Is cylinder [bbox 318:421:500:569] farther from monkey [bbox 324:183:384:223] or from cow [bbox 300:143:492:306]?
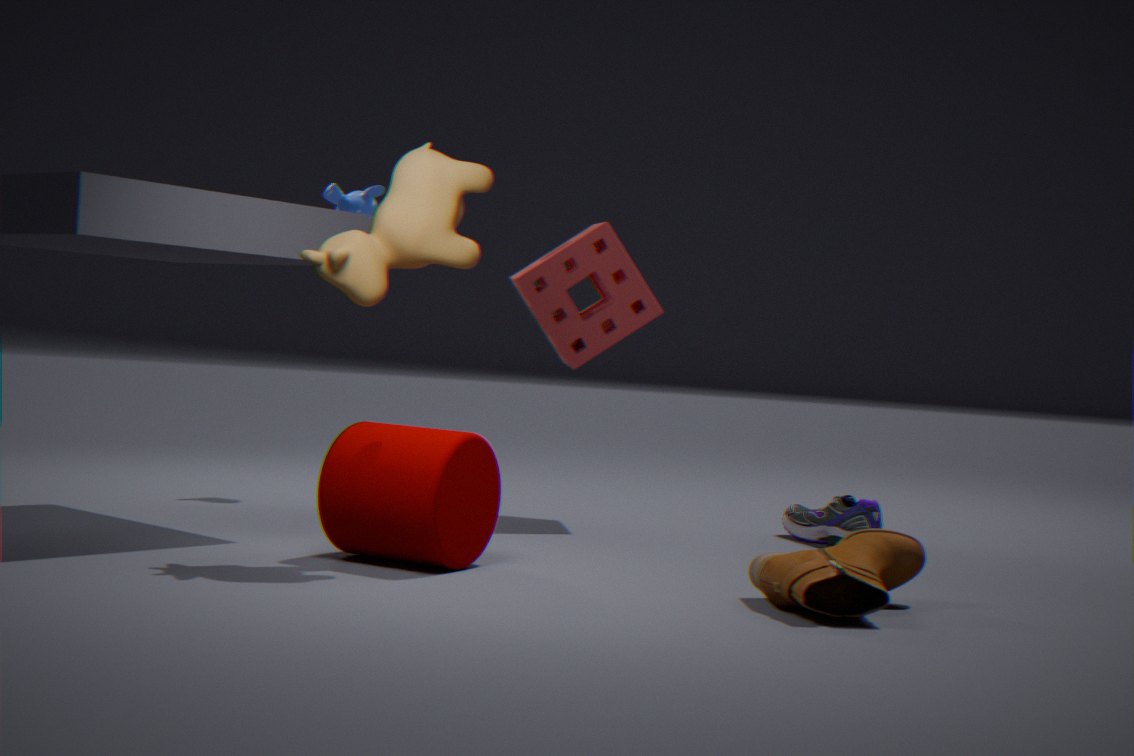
monkey [bbox 324:183:384:223]
